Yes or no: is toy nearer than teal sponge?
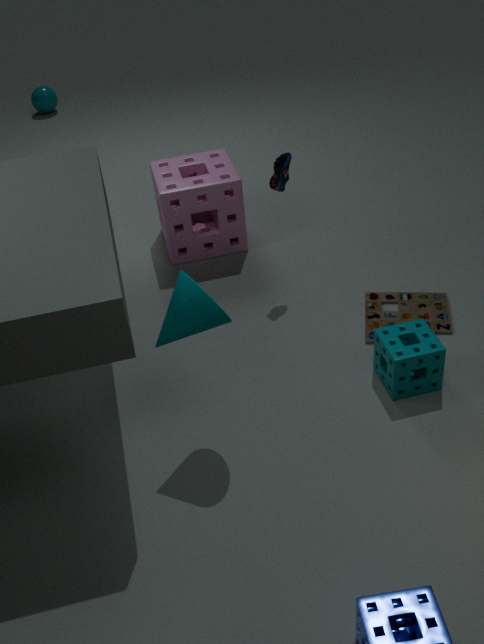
No
